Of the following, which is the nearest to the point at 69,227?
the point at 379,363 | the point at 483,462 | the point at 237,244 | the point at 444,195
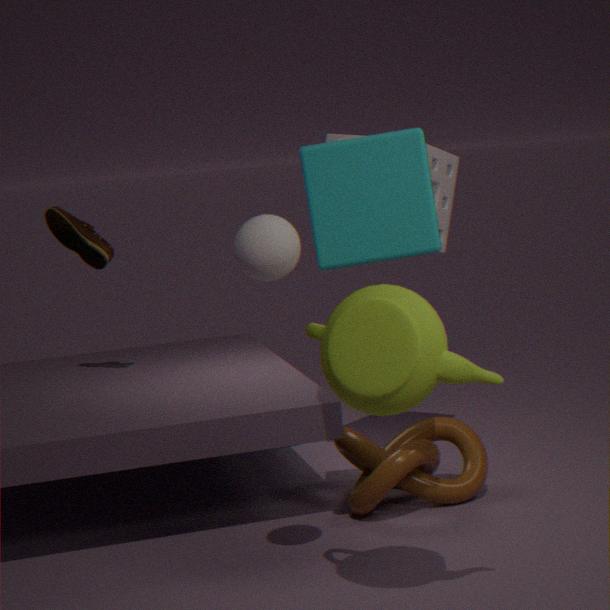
the point at 444,195
